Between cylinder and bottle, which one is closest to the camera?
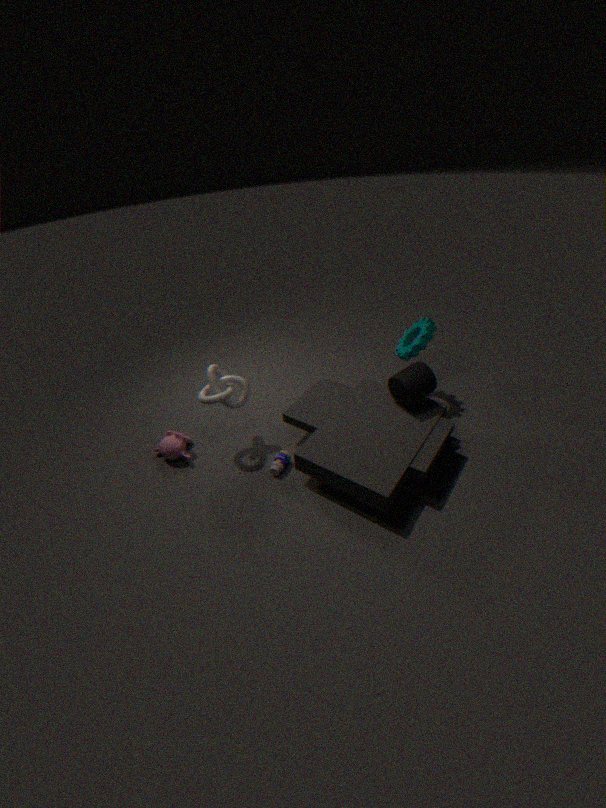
cylinder
